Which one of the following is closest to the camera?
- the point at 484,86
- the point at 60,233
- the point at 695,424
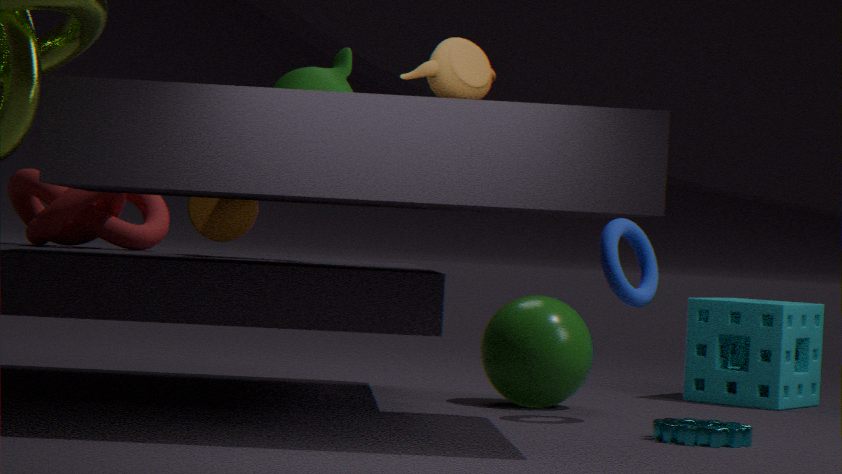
the point at 484,86
